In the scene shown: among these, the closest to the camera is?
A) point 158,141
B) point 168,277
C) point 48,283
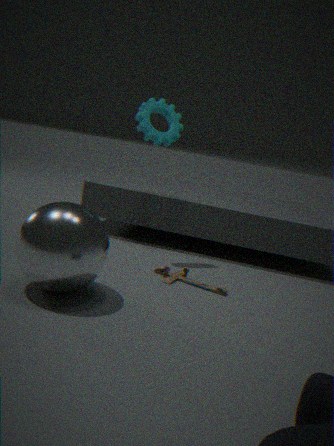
point 48,283
